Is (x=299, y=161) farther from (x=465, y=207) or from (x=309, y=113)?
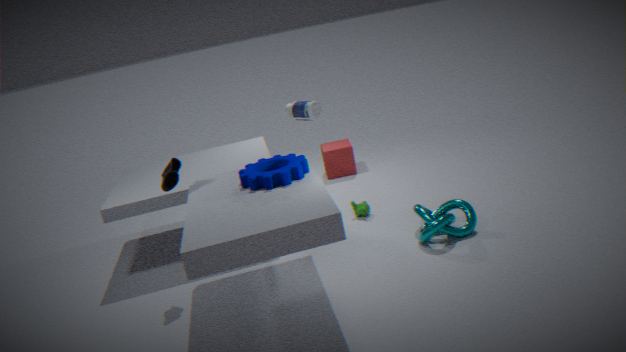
(x=465, y=207)
